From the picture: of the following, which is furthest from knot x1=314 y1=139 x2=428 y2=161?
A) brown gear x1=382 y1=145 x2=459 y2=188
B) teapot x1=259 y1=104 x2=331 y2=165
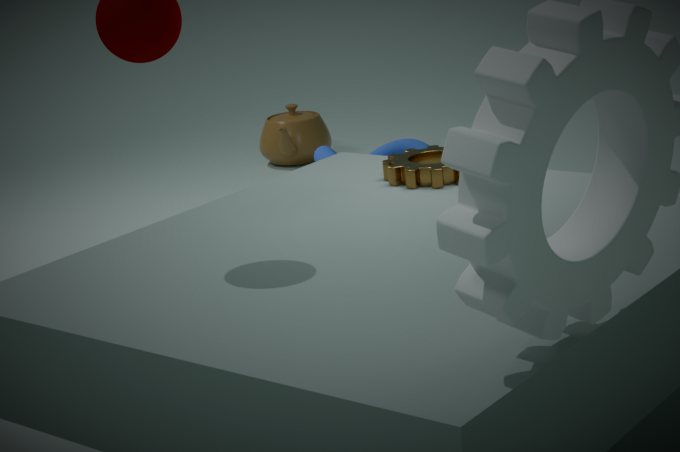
brown gear x1=382 y1=145 x2=459 y2=188
